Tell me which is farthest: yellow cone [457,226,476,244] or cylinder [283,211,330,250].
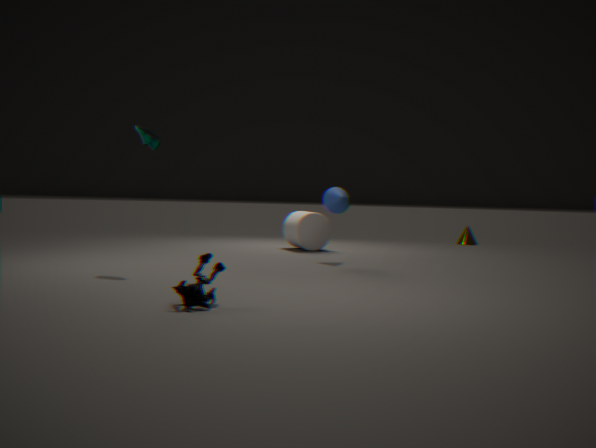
yellow cone [457,226,476,244]
